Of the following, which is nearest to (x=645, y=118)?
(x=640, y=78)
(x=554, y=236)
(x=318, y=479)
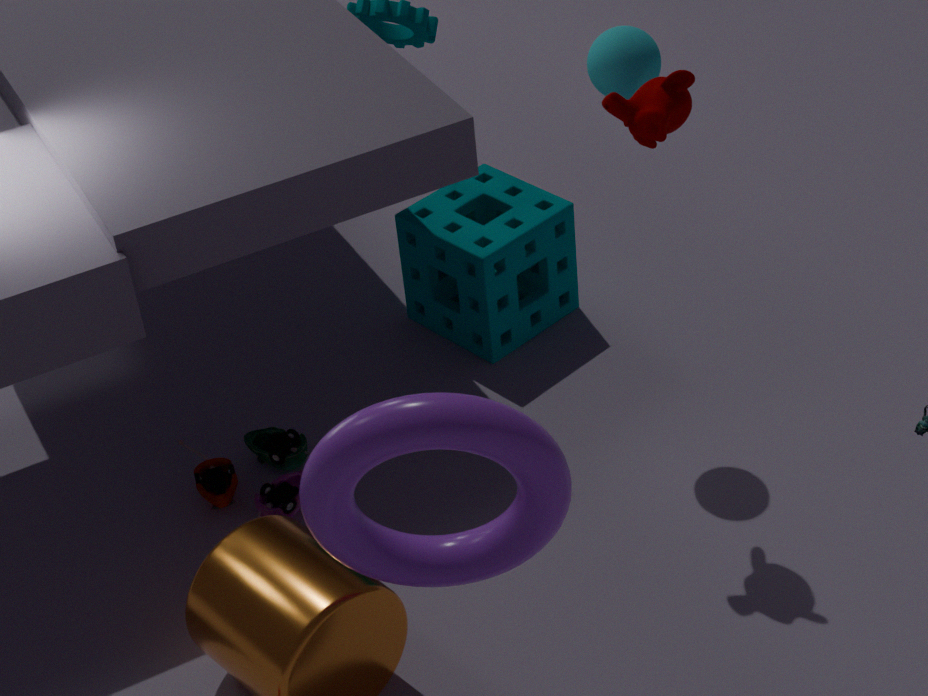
(x=640, y=78)
